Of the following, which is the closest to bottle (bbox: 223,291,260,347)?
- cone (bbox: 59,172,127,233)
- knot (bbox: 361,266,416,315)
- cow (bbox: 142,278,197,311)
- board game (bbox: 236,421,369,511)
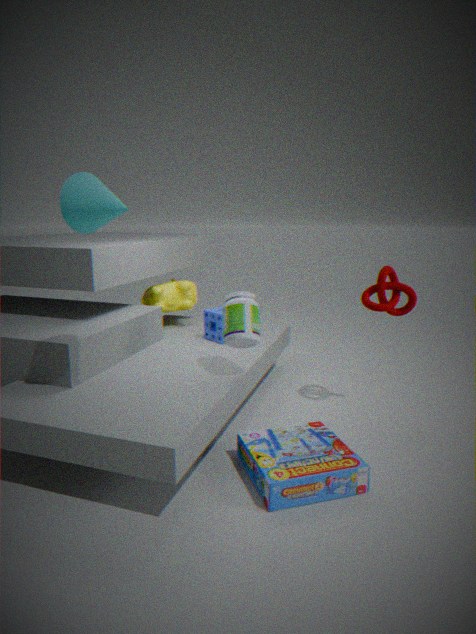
board game (bbox: 236,421,369,511)
